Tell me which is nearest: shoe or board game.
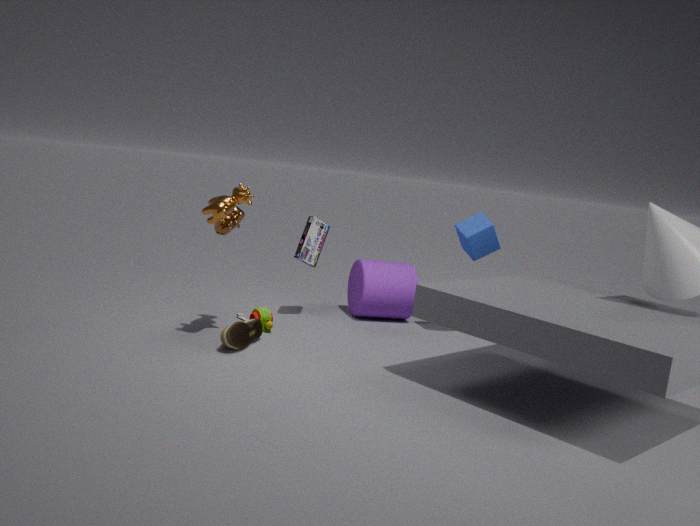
shoe
